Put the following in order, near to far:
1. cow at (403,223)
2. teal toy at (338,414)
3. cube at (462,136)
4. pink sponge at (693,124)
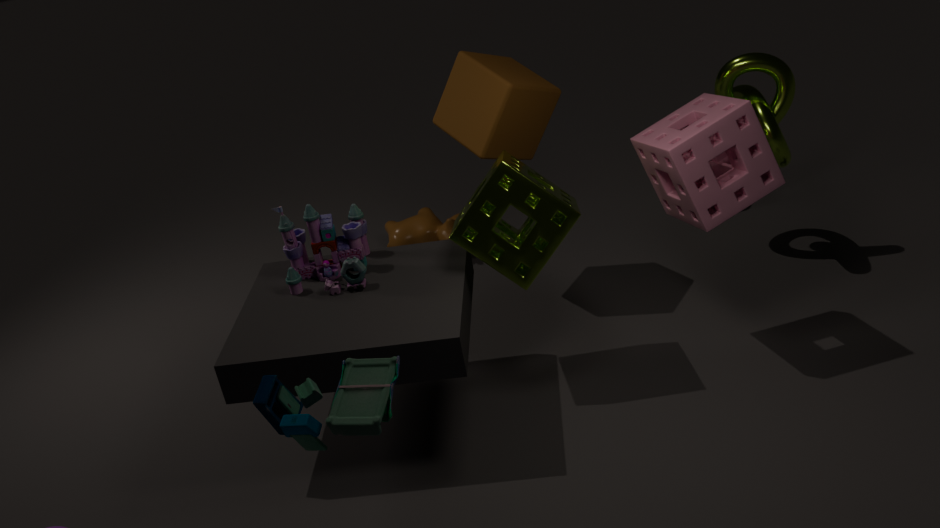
teal toy at (338,414), pink sponge at (693,124), cube at (462,136), cow at (403,223)
